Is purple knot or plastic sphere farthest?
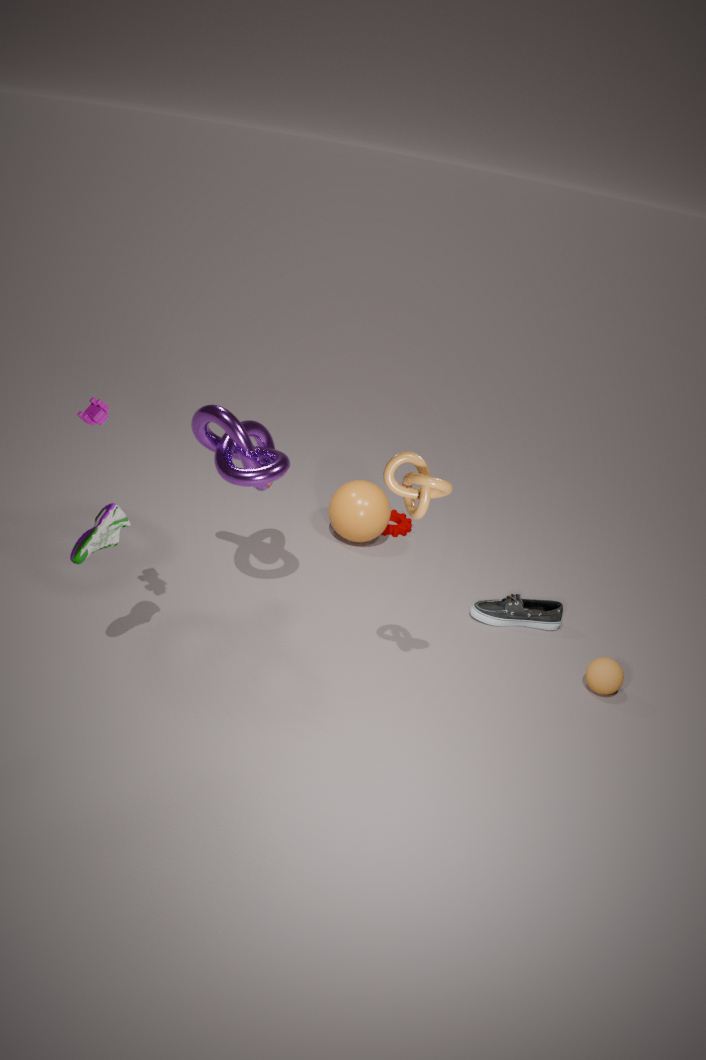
plastic sphere
